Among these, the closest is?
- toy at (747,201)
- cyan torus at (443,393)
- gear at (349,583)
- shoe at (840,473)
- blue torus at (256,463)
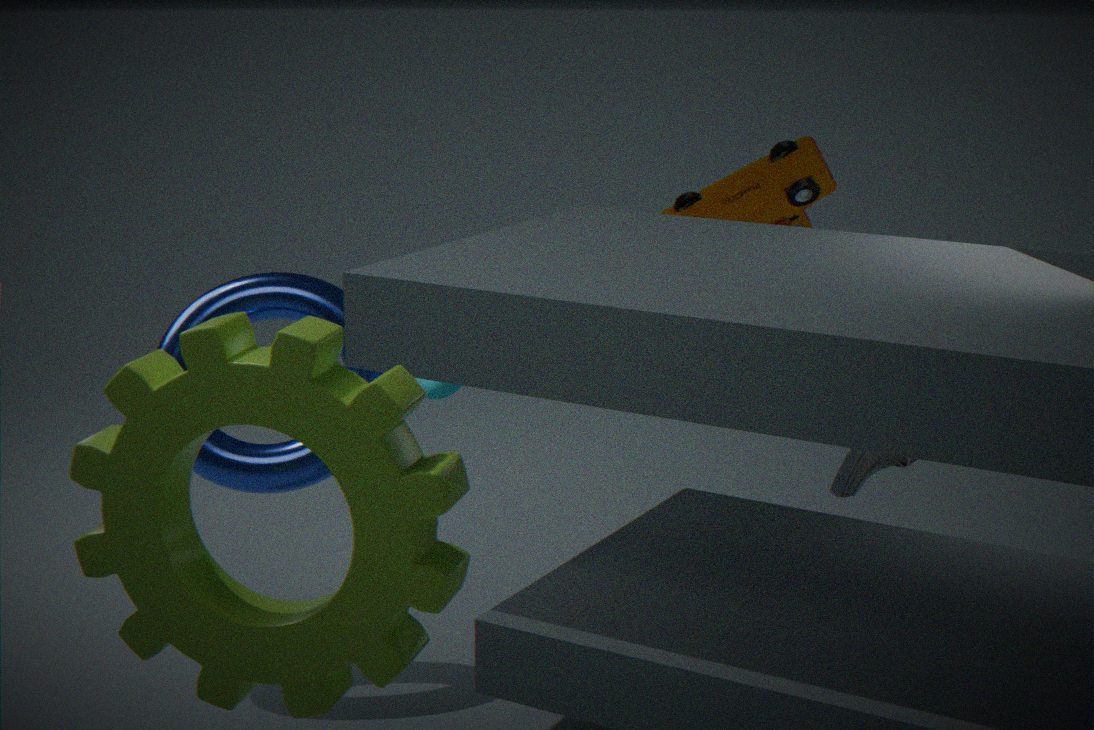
gear at (349,583)
